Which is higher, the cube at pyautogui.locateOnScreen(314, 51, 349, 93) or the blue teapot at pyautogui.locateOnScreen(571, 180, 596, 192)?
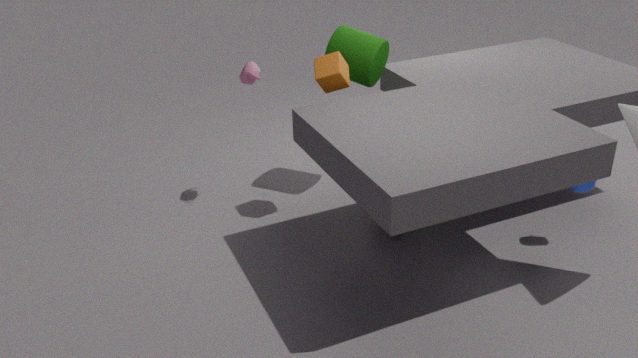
the cube at pyautogui.locateOnScreen(314, 51, 349, 93)
